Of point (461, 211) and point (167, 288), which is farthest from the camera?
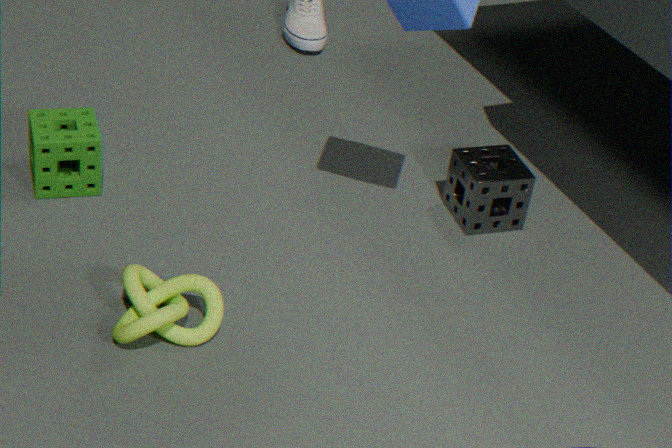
point (461, 211)
